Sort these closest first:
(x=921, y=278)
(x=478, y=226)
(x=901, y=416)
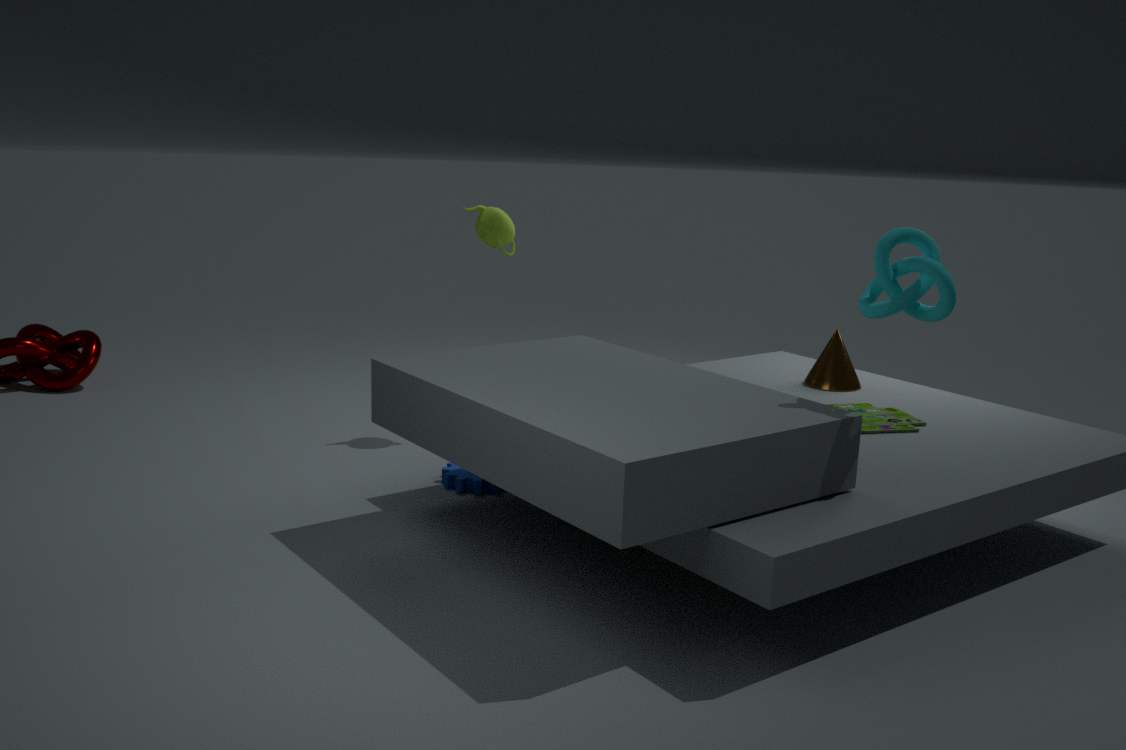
(x=921, y=278), (x=901, y=416), (x=478, y=226)
